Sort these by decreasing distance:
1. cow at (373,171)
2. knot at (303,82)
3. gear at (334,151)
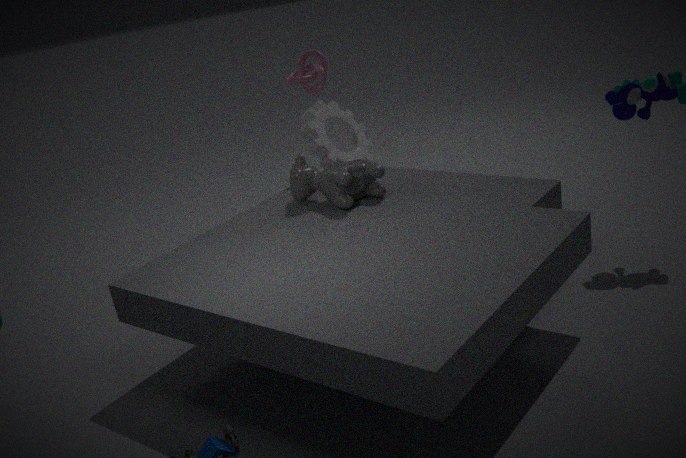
gear at (334,151)
knot at (303,82)
cow at (373,171)
